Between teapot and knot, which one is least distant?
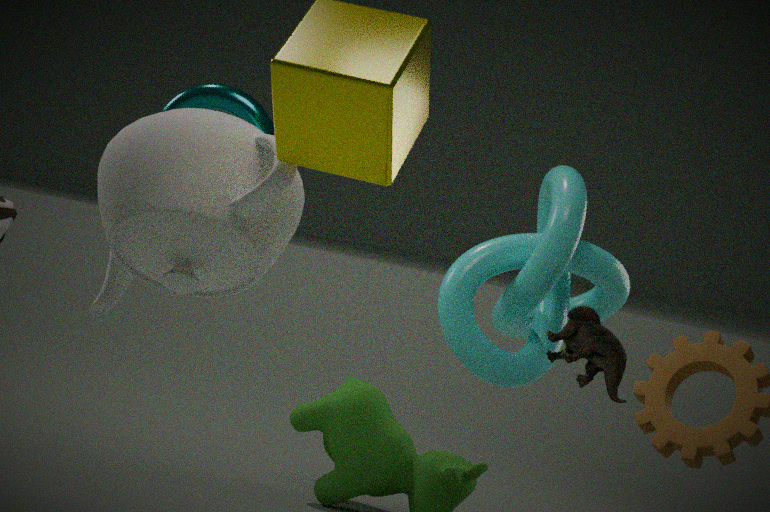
Answer: teapot
